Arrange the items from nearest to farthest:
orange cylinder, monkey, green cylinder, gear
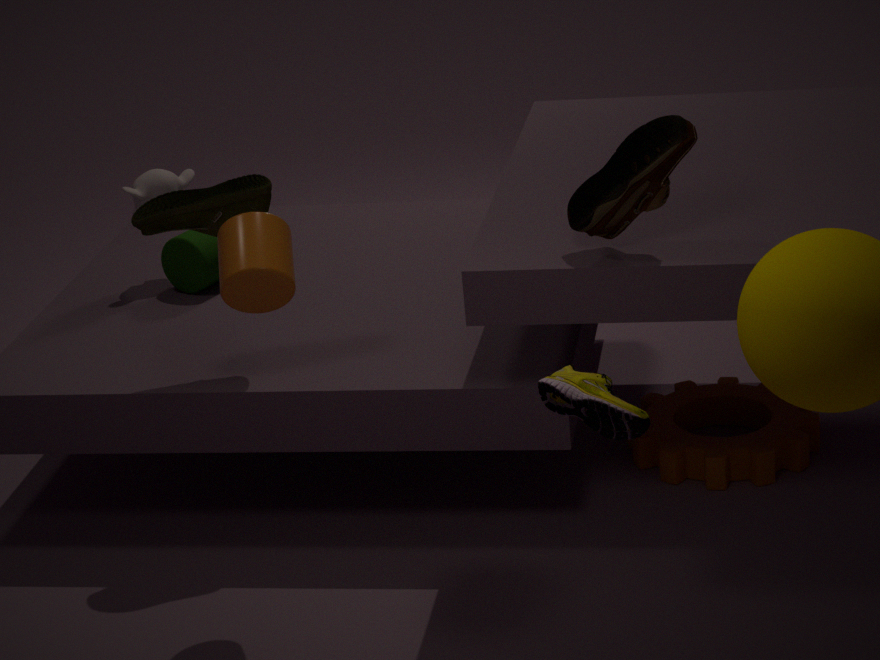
orange cylinder → gear → green cylinder → monkey
